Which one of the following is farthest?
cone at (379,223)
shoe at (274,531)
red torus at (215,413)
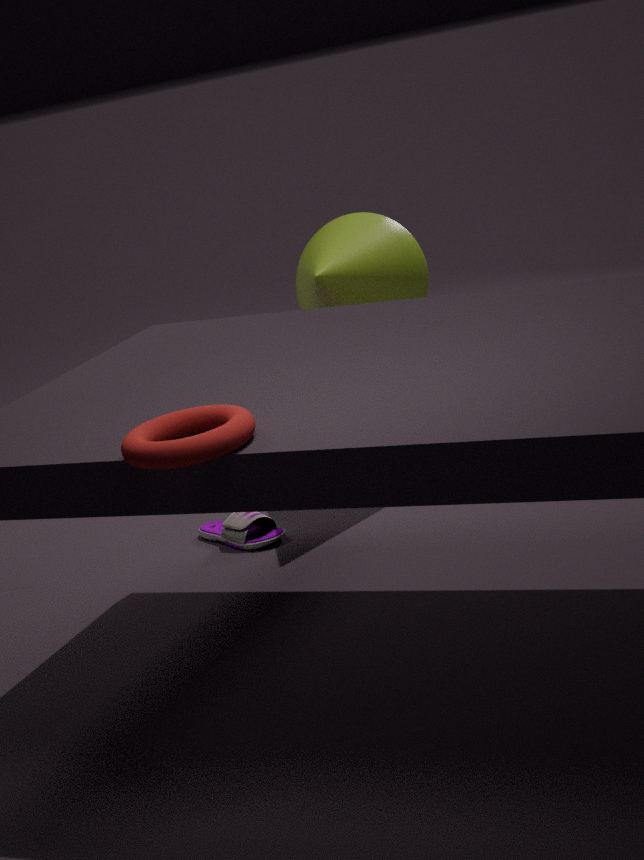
cone at (379,223)
